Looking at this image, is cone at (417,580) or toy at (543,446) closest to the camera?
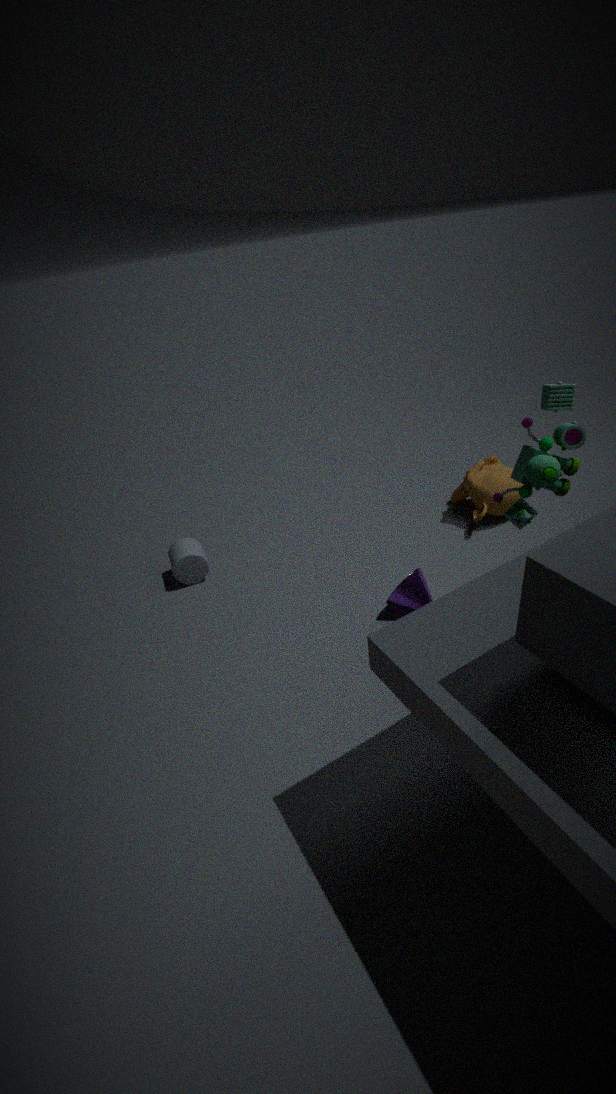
toy at (543,446)
